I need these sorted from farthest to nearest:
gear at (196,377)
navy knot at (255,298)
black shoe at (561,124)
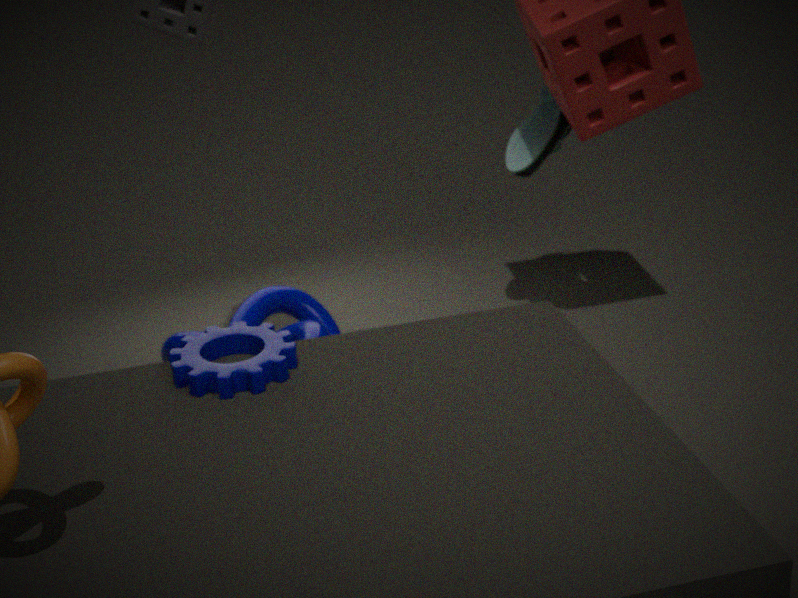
black shoe at (561,124) < navy knot at (255,298) < gear at (196,377)
